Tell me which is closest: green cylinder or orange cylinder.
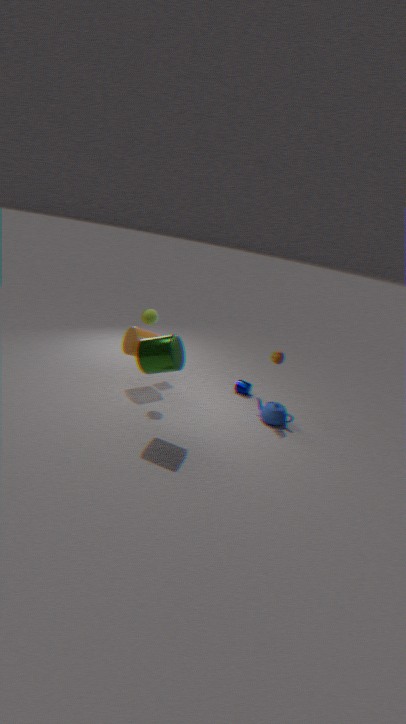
green cylinder
